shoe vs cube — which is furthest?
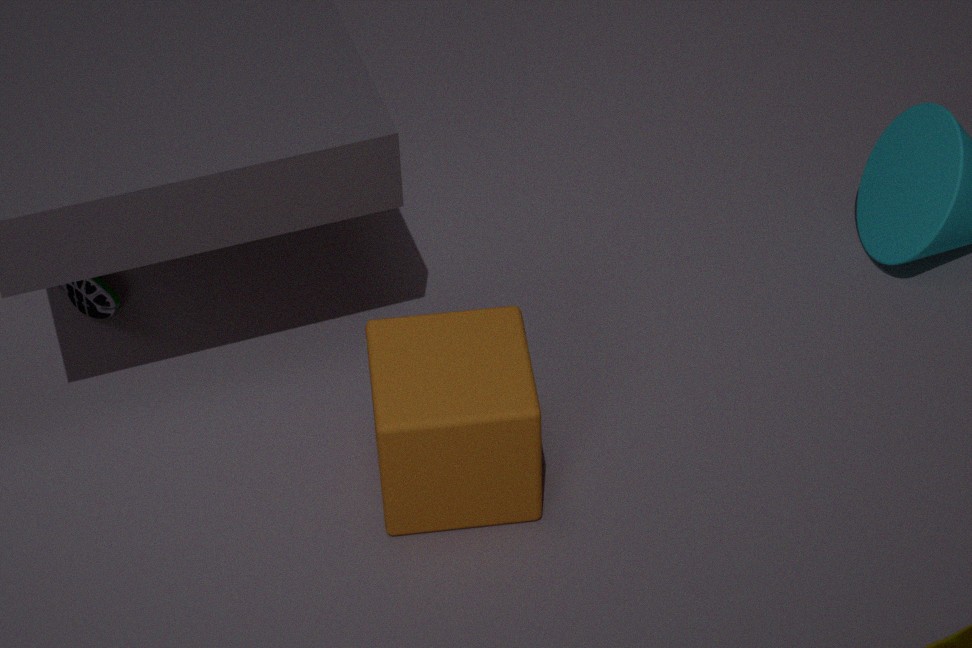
shoe
